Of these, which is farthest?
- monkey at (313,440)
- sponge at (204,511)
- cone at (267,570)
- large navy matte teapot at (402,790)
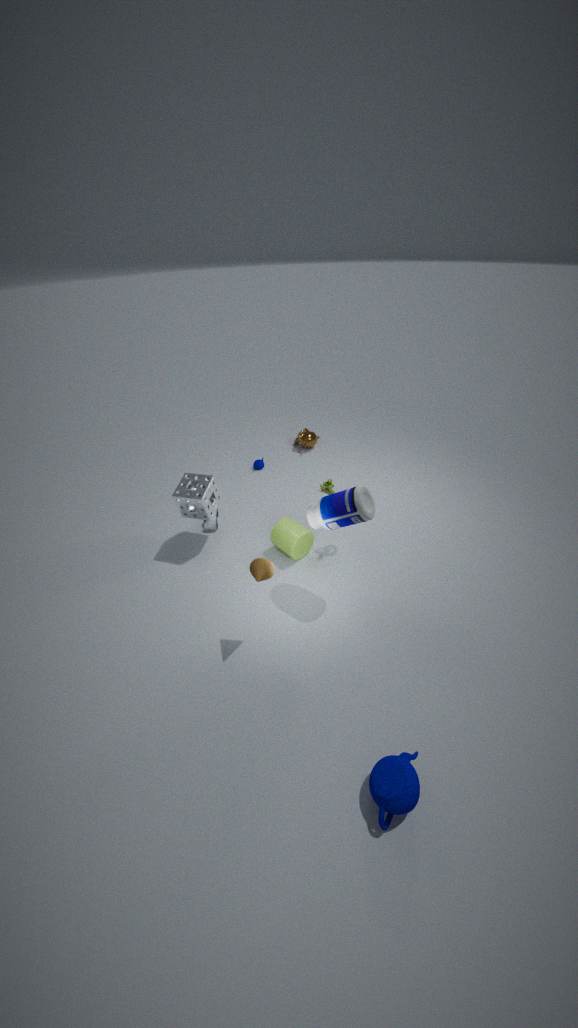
monkey at (313,440)
